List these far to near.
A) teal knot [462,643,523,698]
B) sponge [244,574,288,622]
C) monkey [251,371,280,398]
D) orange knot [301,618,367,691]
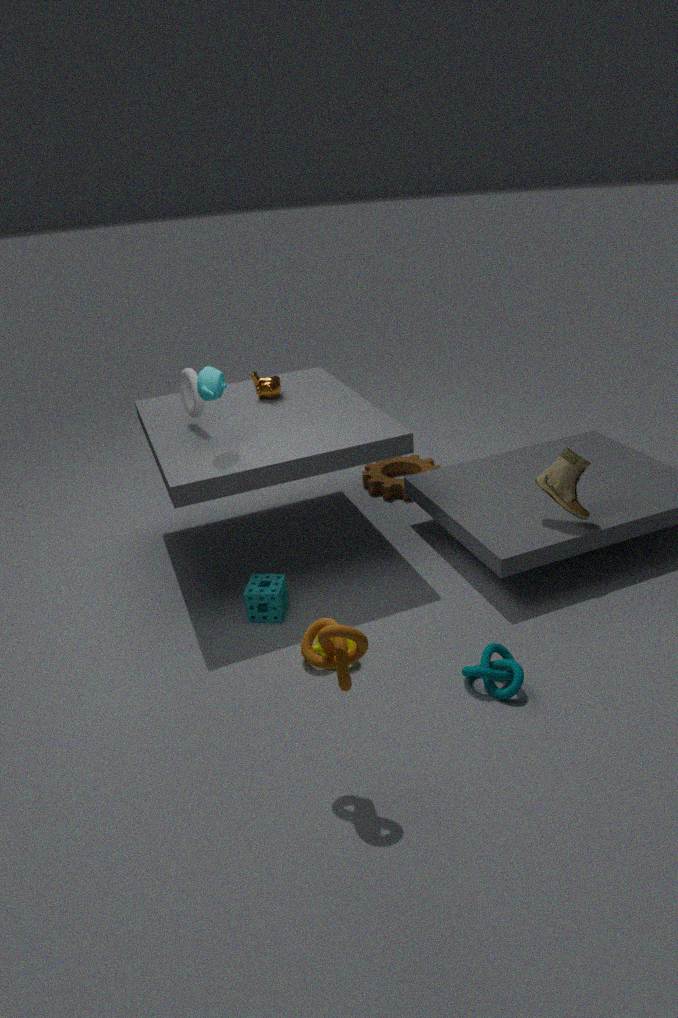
monkey [251,371,280,398], sponge [244,574,288,622], teal knot [462,643,523,698], orange knot [301,618,367,691]
